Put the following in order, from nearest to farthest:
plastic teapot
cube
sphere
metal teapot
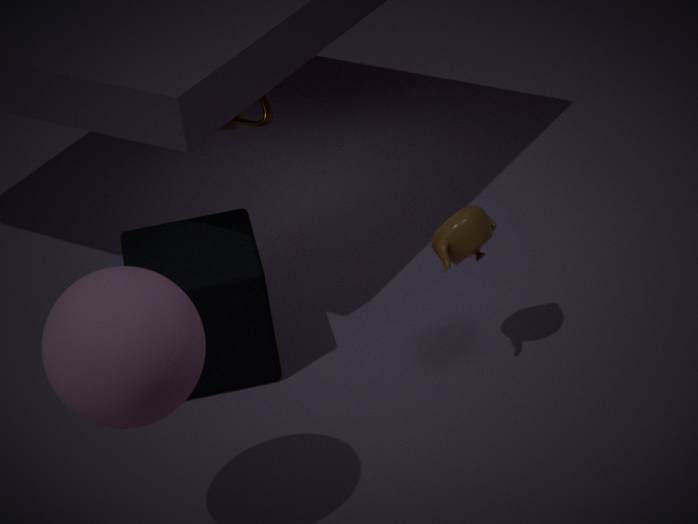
sphere < plastic teapot < cube < metal teapot
